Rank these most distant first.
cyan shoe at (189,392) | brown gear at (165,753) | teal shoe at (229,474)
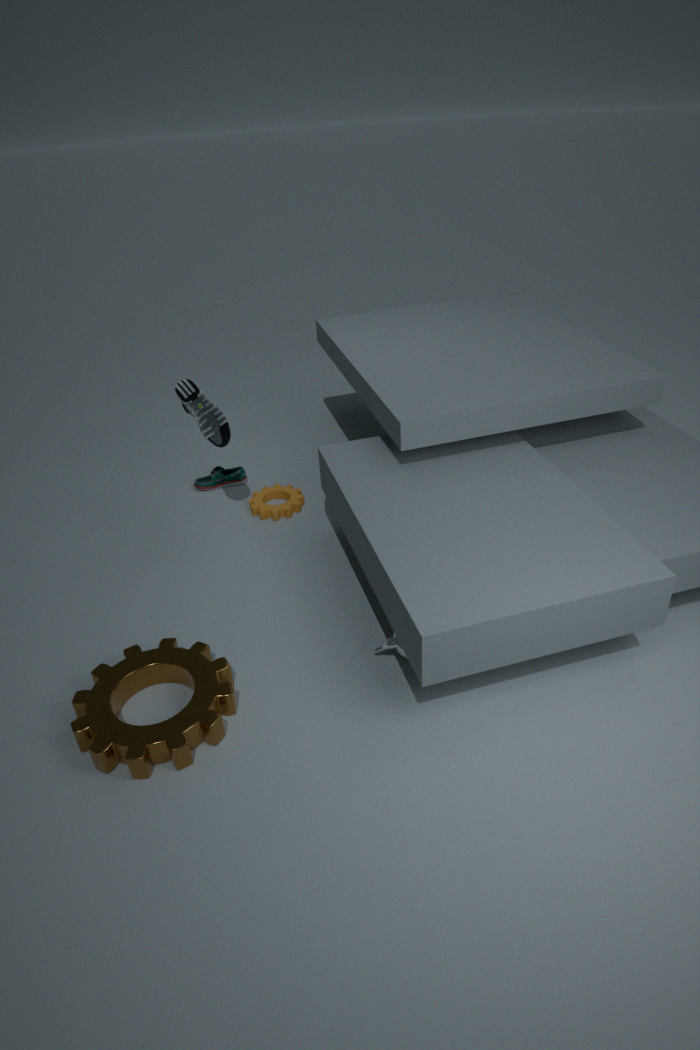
teal shoe at (229,474)
cyan shoe at (189,392)
brown gear at (165,753)
